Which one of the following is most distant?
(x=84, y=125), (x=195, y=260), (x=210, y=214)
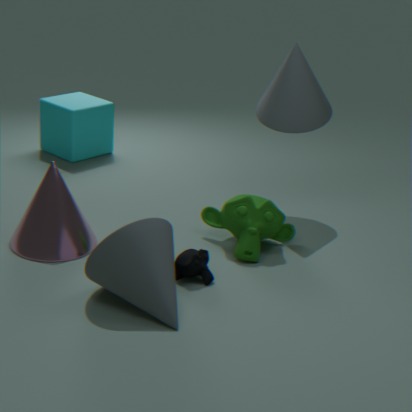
(x=84, y=125)
